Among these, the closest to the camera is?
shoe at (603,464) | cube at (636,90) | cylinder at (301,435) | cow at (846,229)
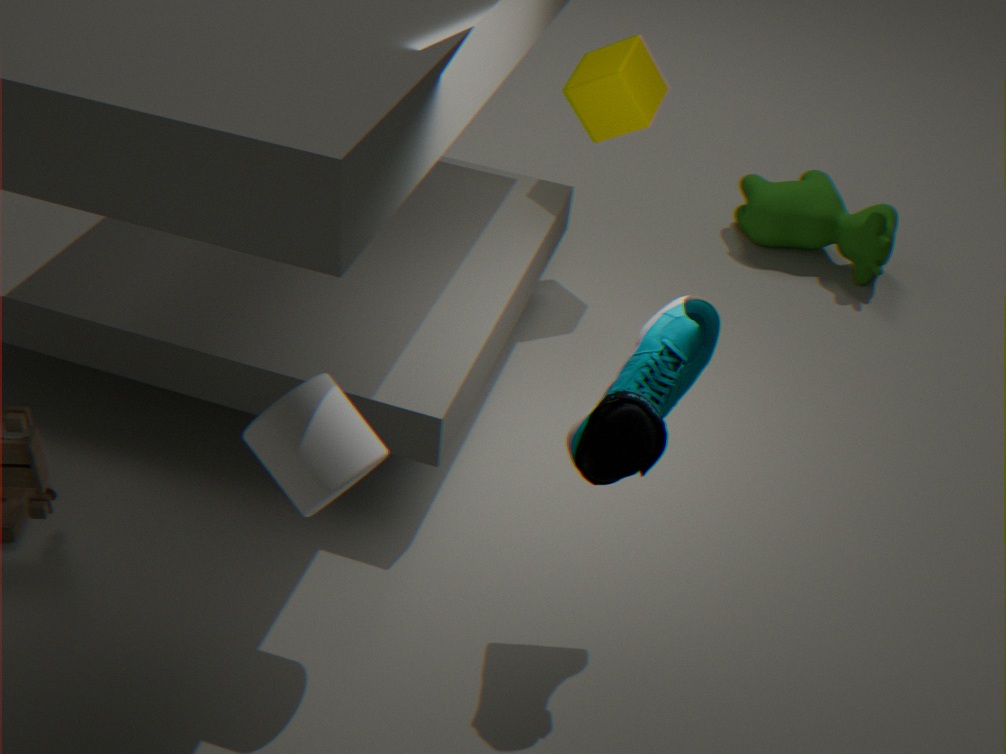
cylinder at (301,435)
